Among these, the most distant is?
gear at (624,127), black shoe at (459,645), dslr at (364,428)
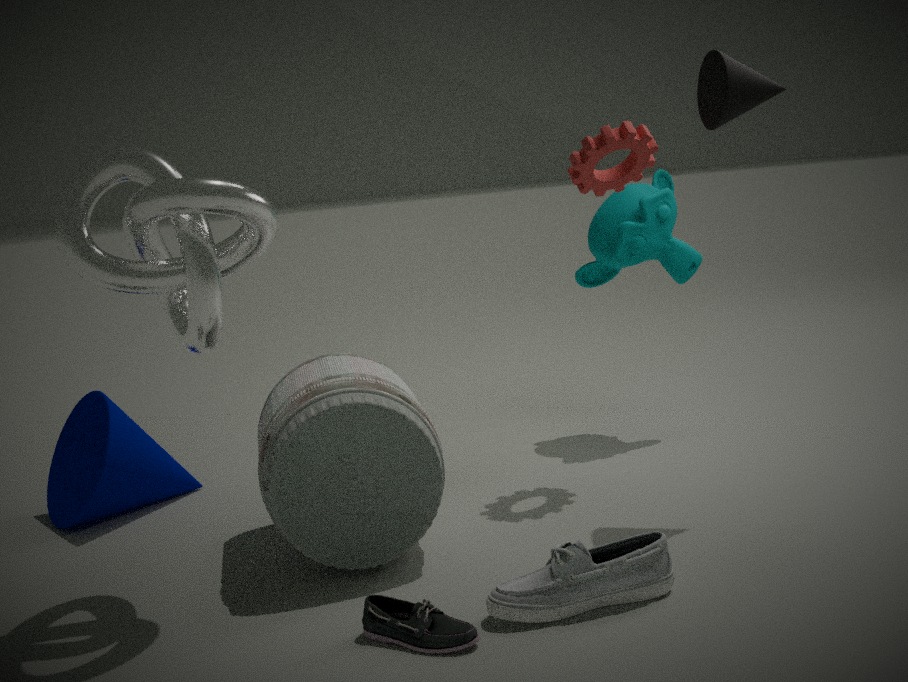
gear at (624,127)
